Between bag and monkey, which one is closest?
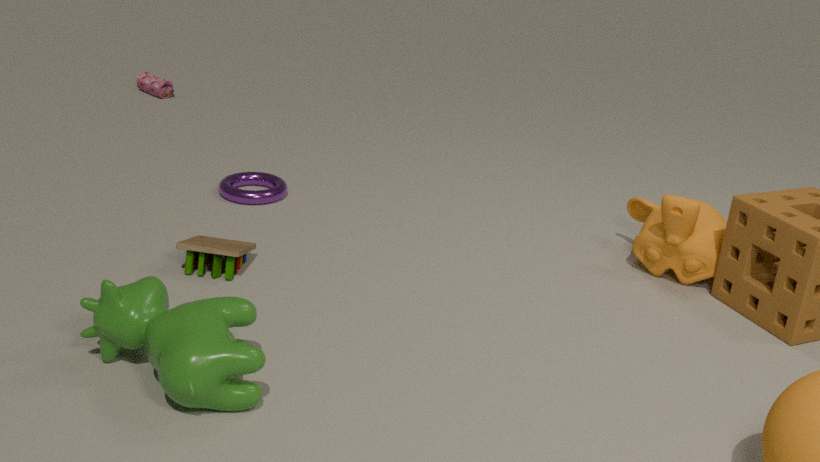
monkey
